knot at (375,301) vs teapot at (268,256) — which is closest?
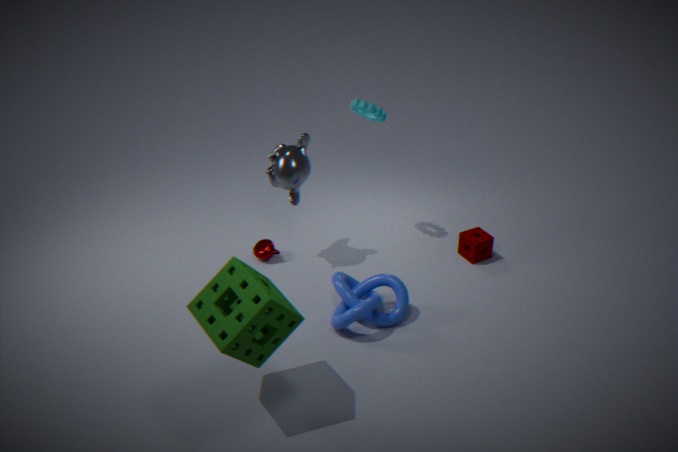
knot at (375,301)
